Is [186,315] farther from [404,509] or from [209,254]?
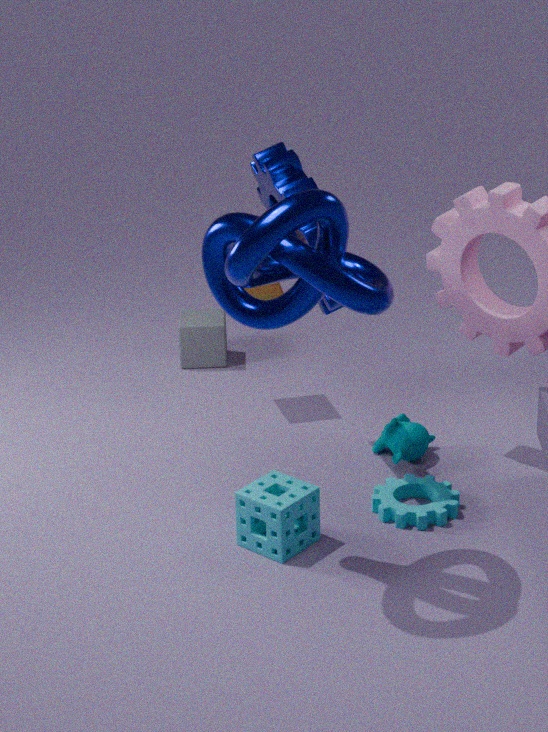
[209,254]
